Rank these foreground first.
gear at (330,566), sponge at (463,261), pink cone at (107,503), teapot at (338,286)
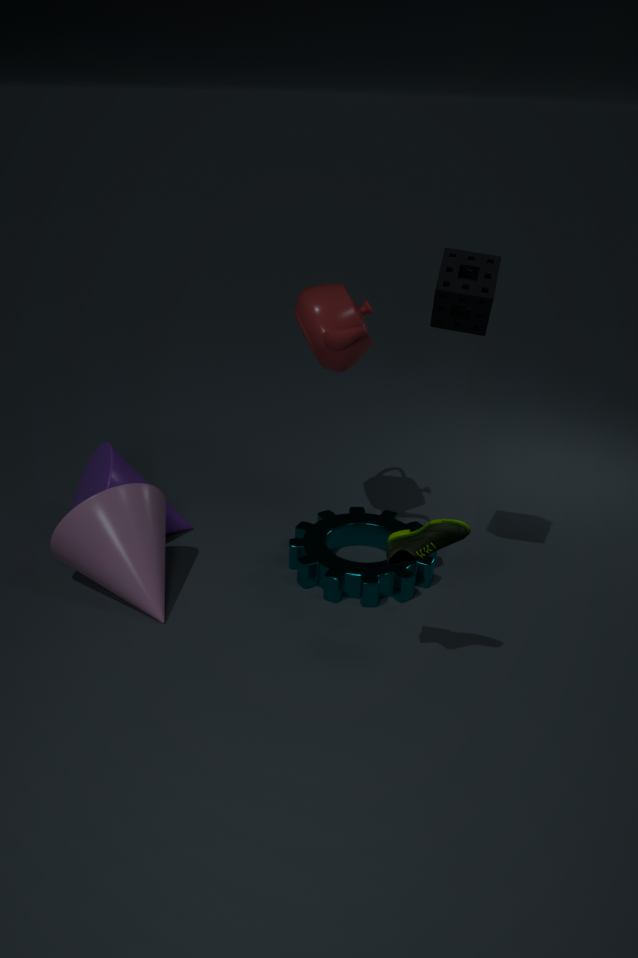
sponge at (463,261), pink cone at (107,503), teapot at (338,286), gear at (330,566)
